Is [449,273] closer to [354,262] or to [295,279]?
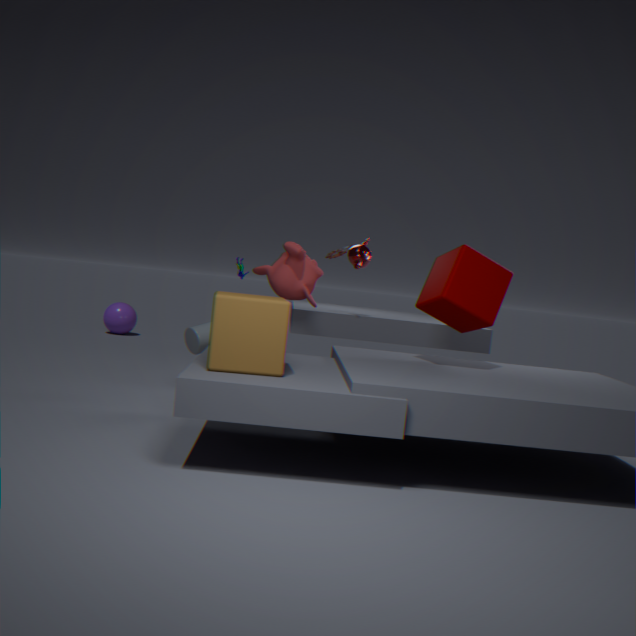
[354,262]
